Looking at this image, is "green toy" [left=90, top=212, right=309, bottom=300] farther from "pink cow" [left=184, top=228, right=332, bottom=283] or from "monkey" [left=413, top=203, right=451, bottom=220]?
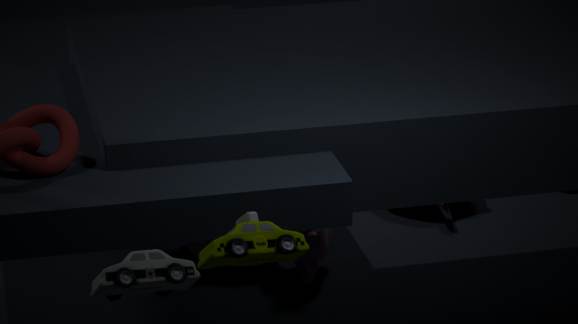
"monkey" [left=413, top=203, right=451, bottom=220]
